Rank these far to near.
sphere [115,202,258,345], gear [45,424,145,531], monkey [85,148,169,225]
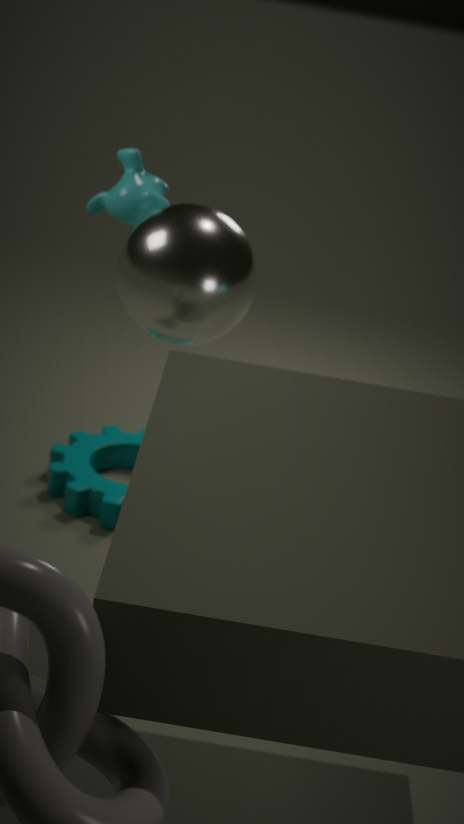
gear [45,424,145,531] < monkey [85,148,169,225] < sphere [115,202,258,345]
